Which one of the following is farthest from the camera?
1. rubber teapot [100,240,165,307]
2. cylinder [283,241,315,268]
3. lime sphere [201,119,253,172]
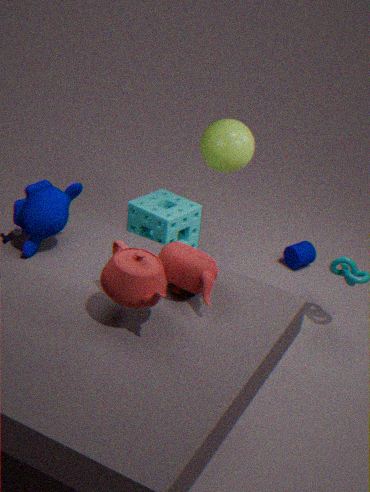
cylinder [283,241,315,268]
